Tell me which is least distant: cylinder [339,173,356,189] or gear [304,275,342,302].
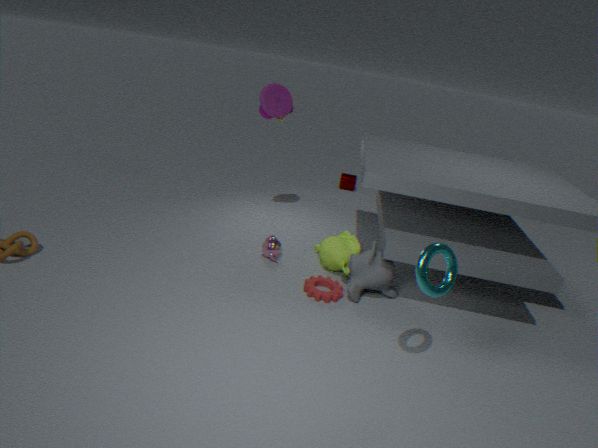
gear [304,275,342,302]
